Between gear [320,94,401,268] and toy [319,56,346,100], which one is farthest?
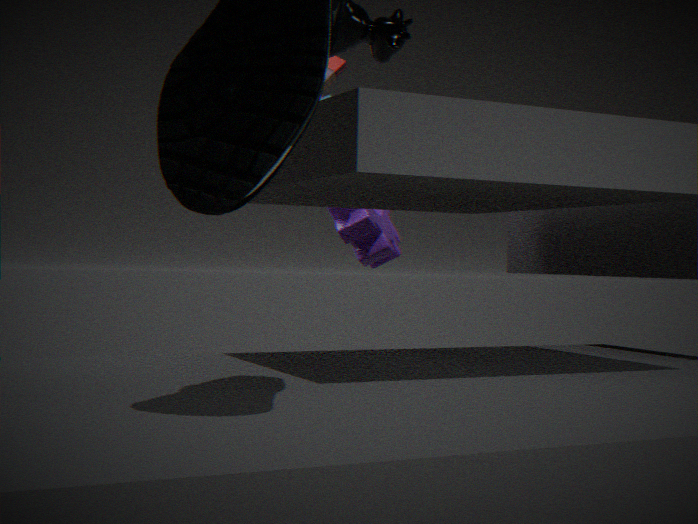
gear [320,94,401,268]
